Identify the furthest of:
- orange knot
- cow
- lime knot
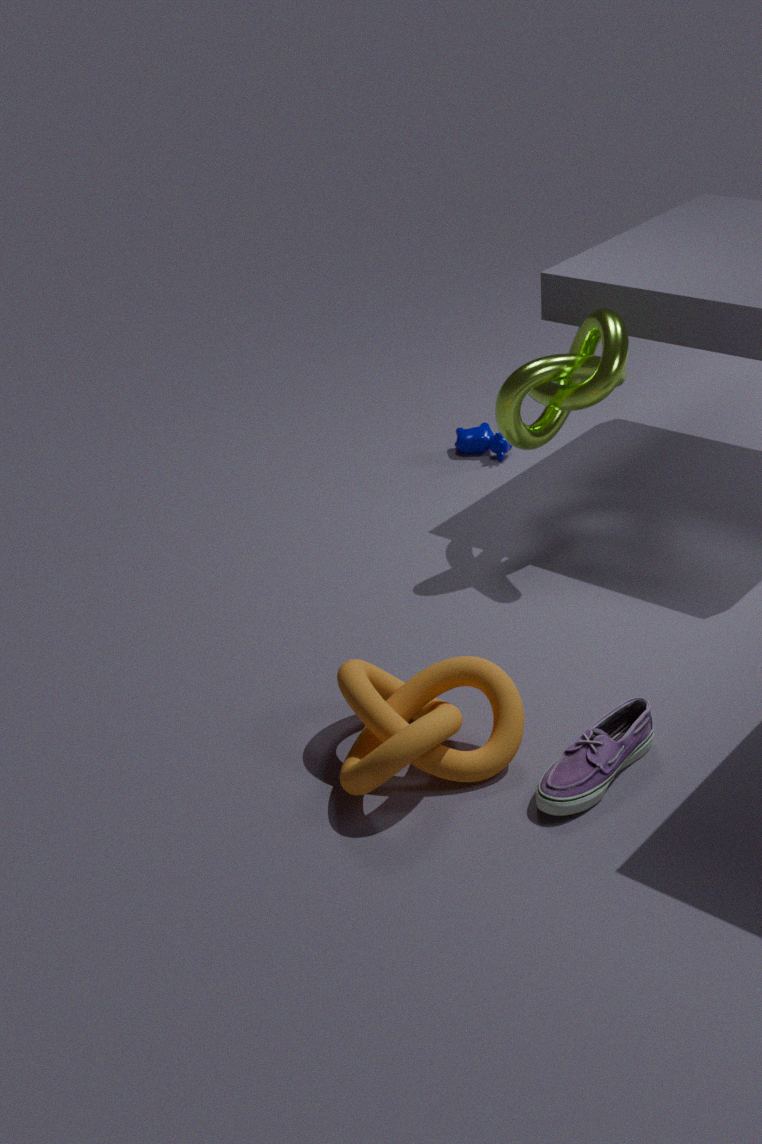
cow
